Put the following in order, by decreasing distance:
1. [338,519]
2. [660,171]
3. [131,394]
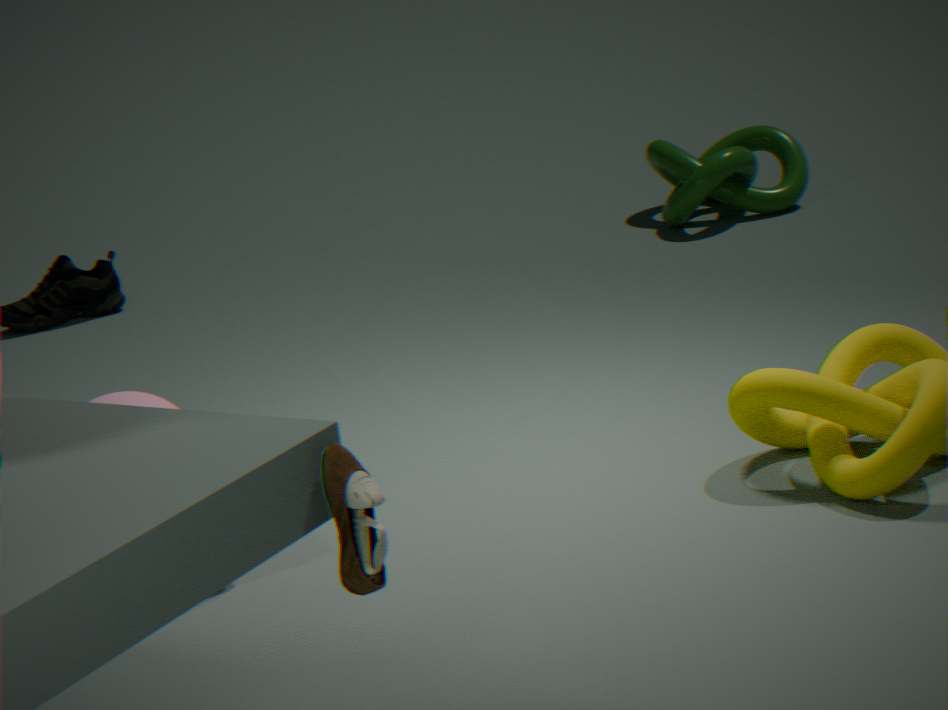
[660,171]
[131,394]
[338,519]
